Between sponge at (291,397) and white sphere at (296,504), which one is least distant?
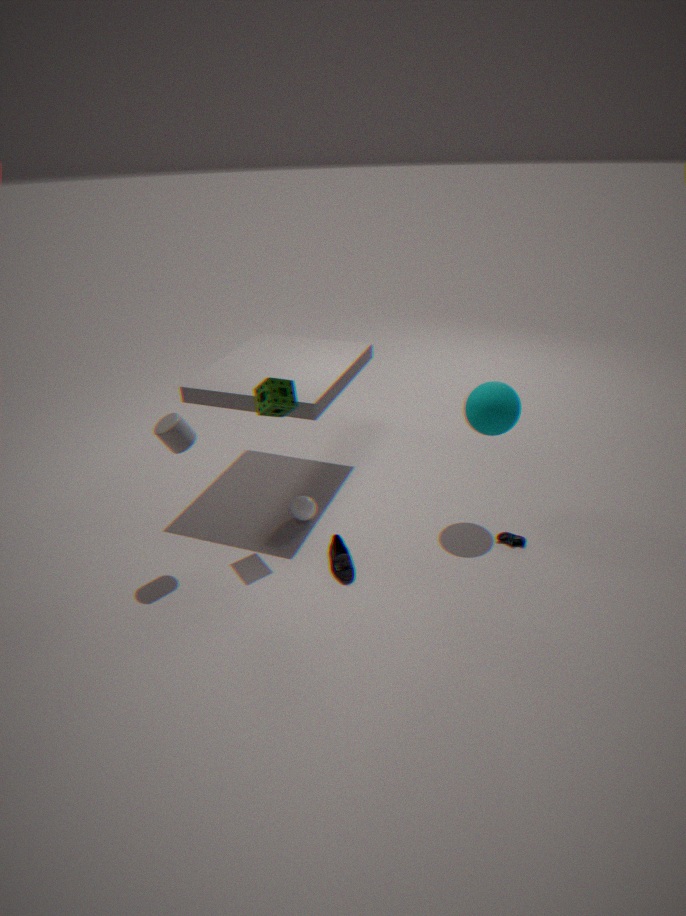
sponge at (291,397)
